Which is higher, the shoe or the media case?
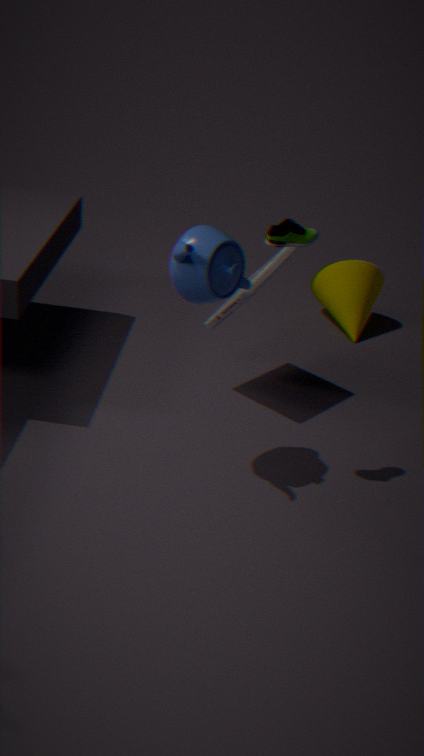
the shoe
